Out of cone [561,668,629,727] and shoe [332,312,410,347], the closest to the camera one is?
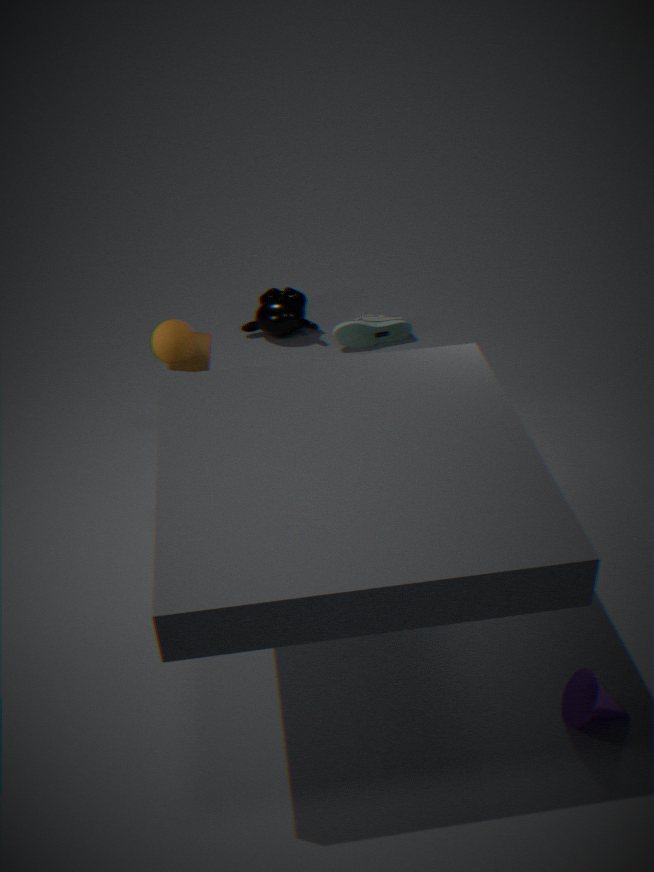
cone [561,668,629,727]
